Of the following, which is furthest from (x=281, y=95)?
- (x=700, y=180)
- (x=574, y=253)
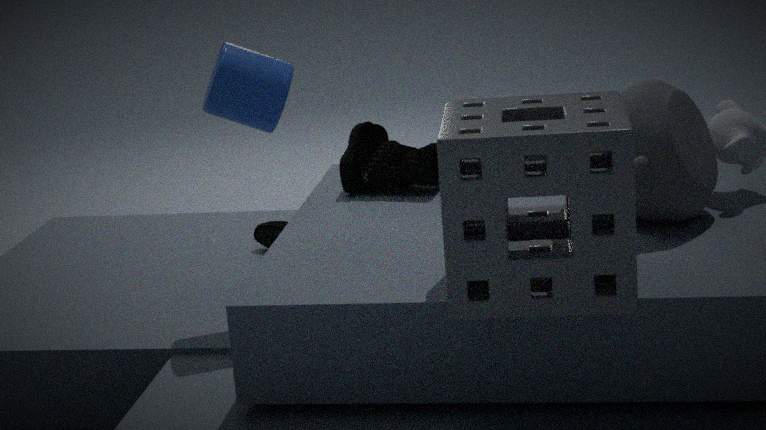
(x=700, y=180)
